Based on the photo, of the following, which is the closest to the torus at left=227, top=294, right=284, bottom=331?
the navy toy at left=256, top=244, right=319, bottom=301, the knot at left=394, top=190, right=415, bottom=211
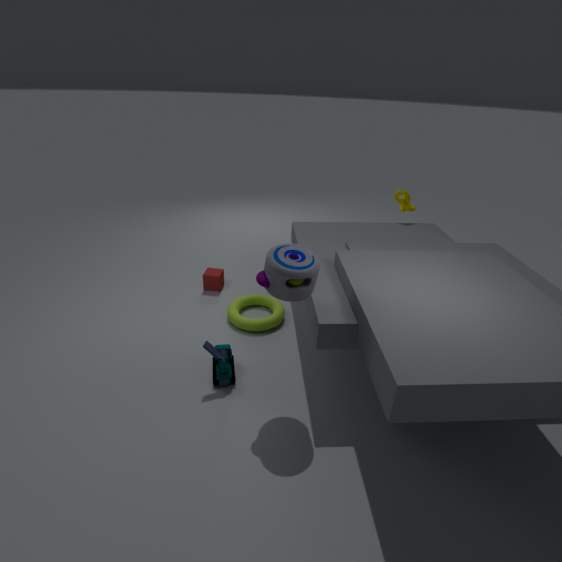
the navy toy at left=256, top=244, right=319, bottom=301
